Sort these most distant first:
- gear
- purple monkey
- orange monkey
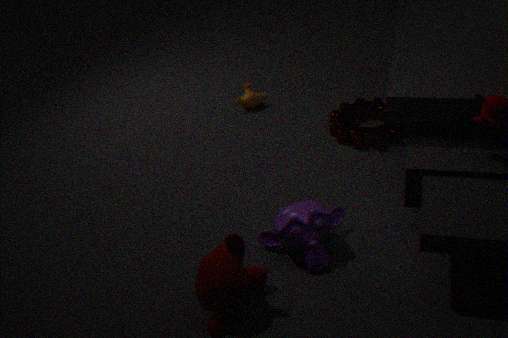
orange monkey
gear
purple monkey
